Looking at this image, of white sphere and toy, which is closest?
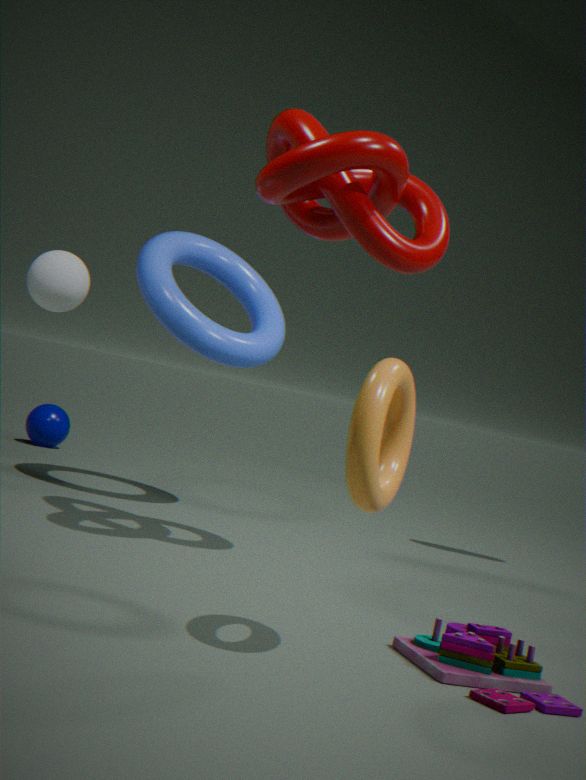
toy
